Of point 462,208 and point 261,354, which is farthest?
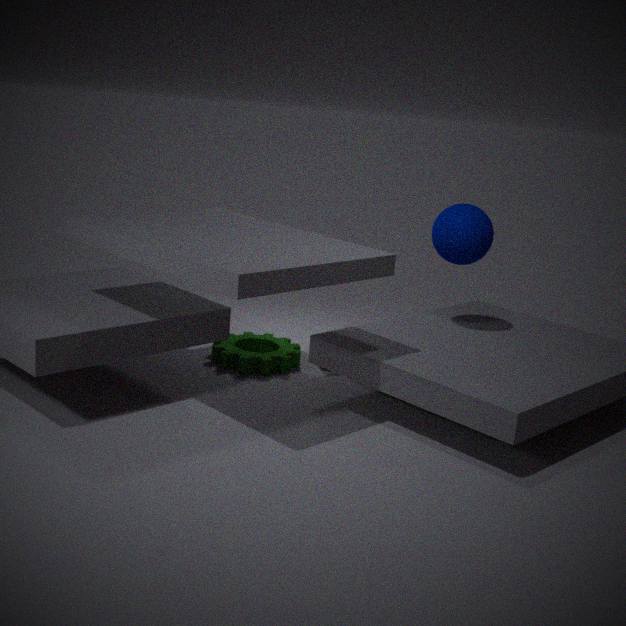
point 261,354
